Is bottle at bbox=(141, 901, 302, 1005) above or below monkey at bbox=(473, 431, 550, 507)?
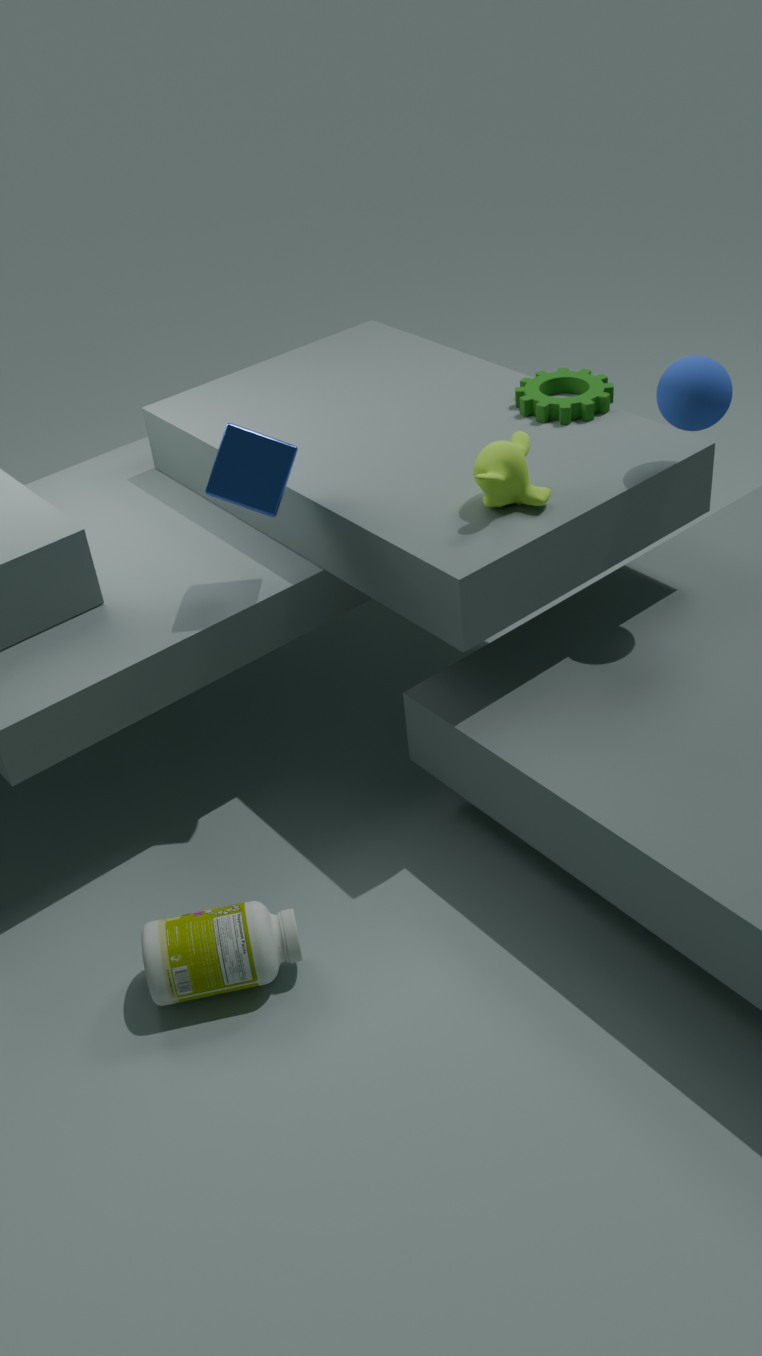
below
